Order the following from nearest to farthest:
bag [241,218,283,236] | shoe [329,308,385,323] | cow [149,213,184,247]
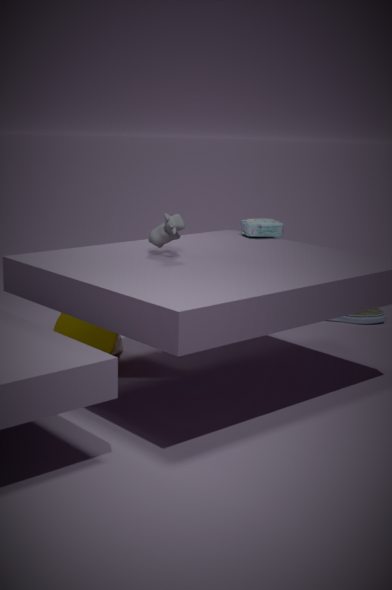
cow [149,213,184,247] → bag [241,218,283,236] → shoe [329,308,385,323]
